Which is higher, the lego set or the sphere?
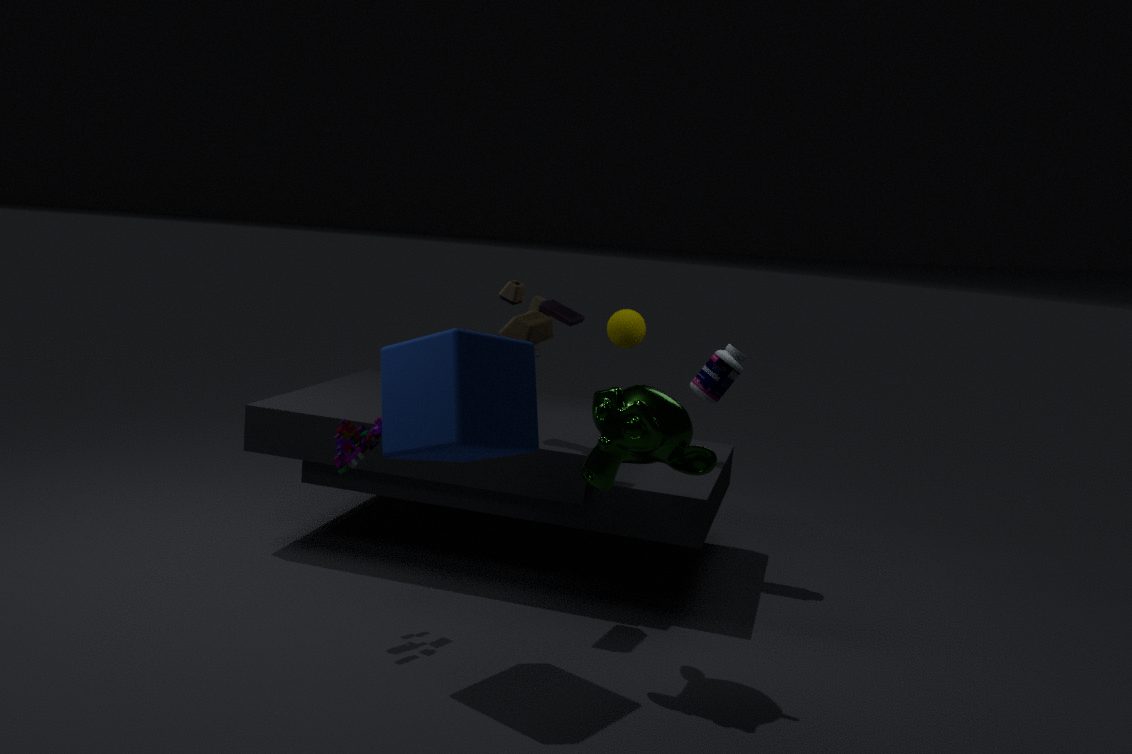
the sphere
